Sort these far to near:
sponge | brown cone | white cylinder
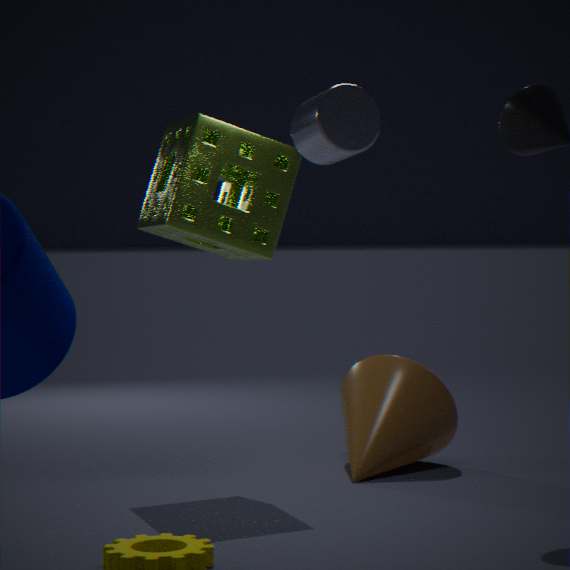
brown cone
sponge
white cylinder
